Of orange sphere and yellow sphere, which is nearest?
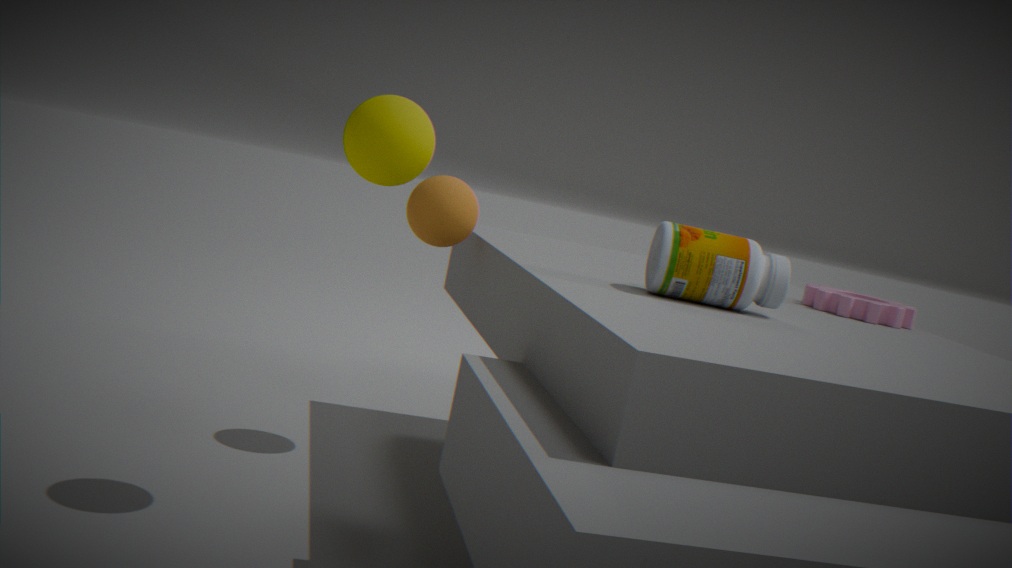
yellow sphere
